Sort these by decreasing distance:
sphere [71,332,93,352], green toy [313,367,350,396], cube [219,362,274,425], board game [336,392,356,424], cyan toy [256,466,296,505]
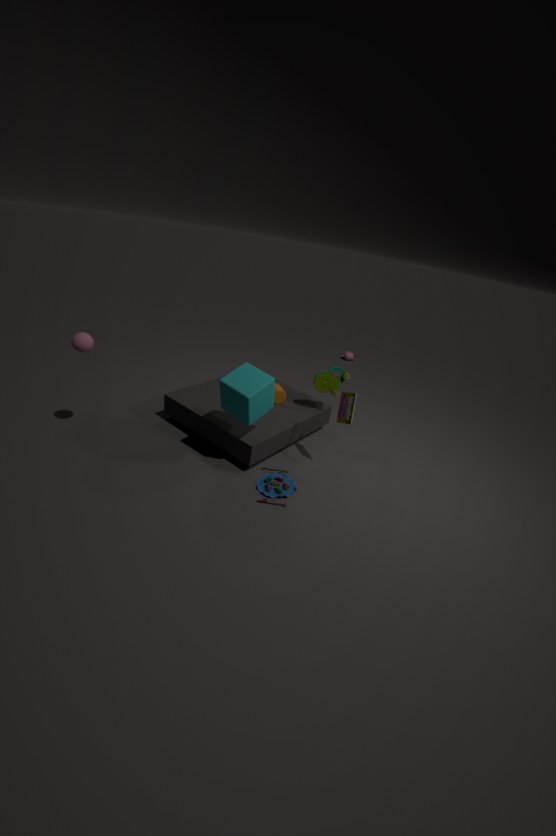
green toy [313,367,350,396] < board game [336,392,356,424] < cyan toy [256,466,296,505] < sphere [71,332,93,352] < cube [219,362,274,425]
